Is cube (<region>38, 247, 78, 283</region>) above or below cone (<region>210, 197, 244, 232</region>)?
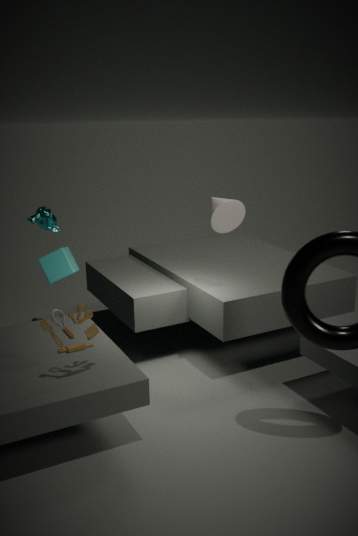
below
